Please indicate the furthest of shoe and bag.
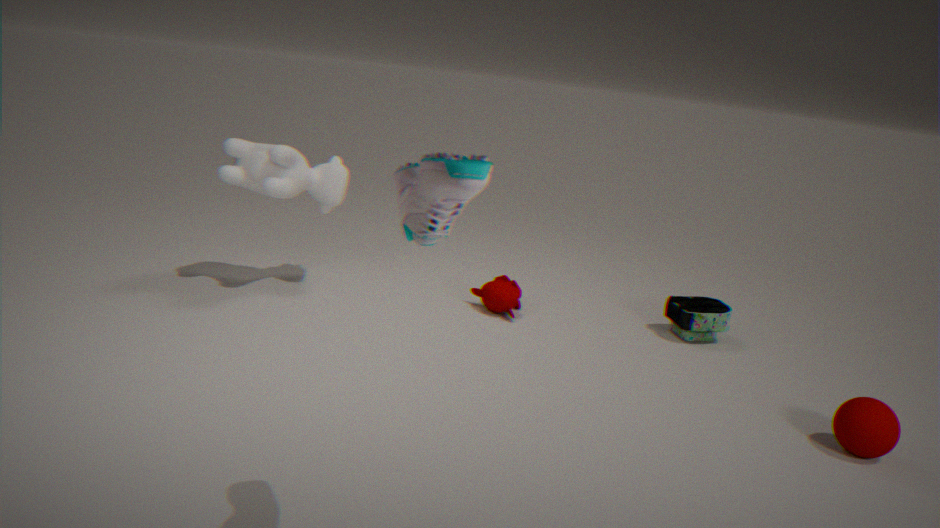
bag
